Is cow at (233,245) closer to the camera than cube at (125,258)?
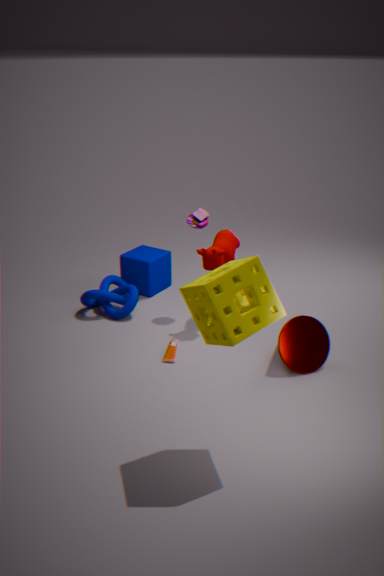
Yes
